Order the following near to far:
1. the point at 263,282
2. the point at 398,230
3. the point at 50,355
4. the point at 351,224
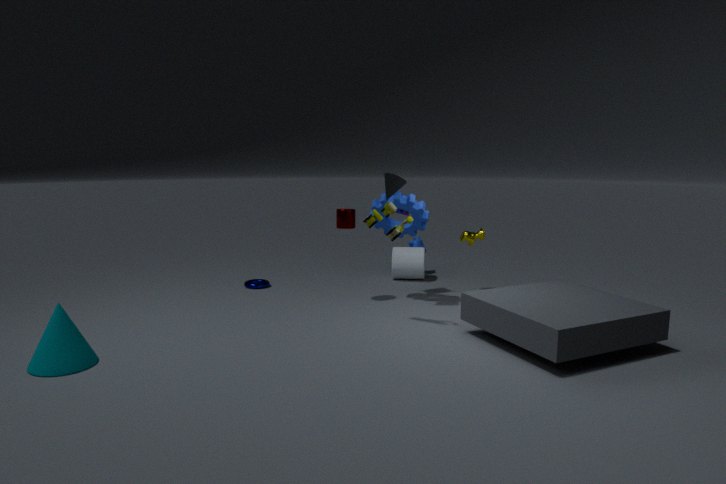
the point at 50,355, the point at 398,230, the point at 351,224, the point at 263,282
